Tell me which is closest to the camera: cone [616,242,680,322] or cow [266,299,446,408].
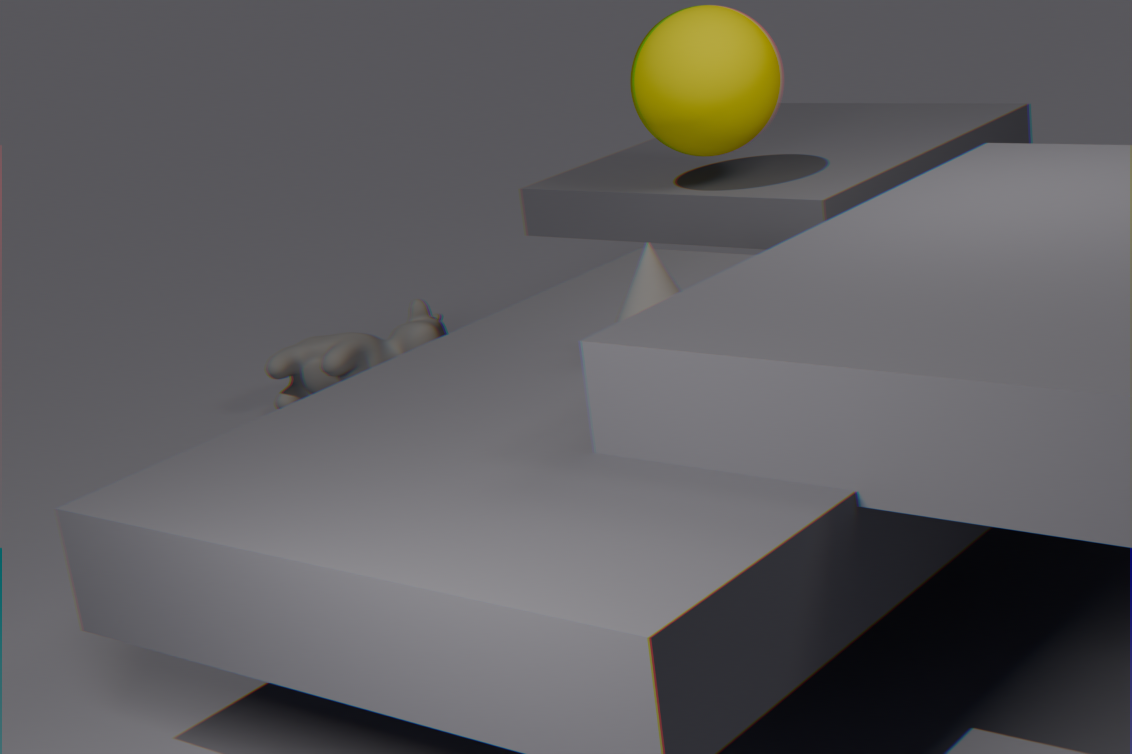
cone [616,242,680,322]
